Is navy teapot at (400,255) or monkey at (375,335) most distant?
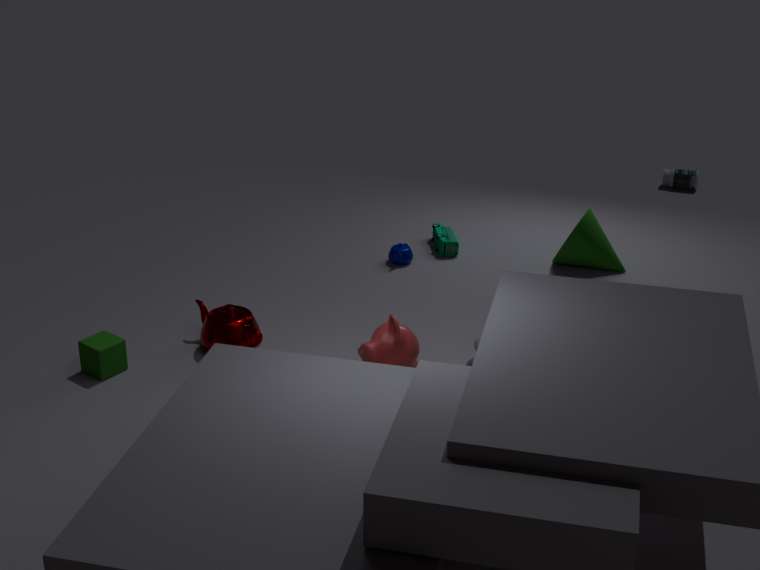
navy teapot at (400,255)
